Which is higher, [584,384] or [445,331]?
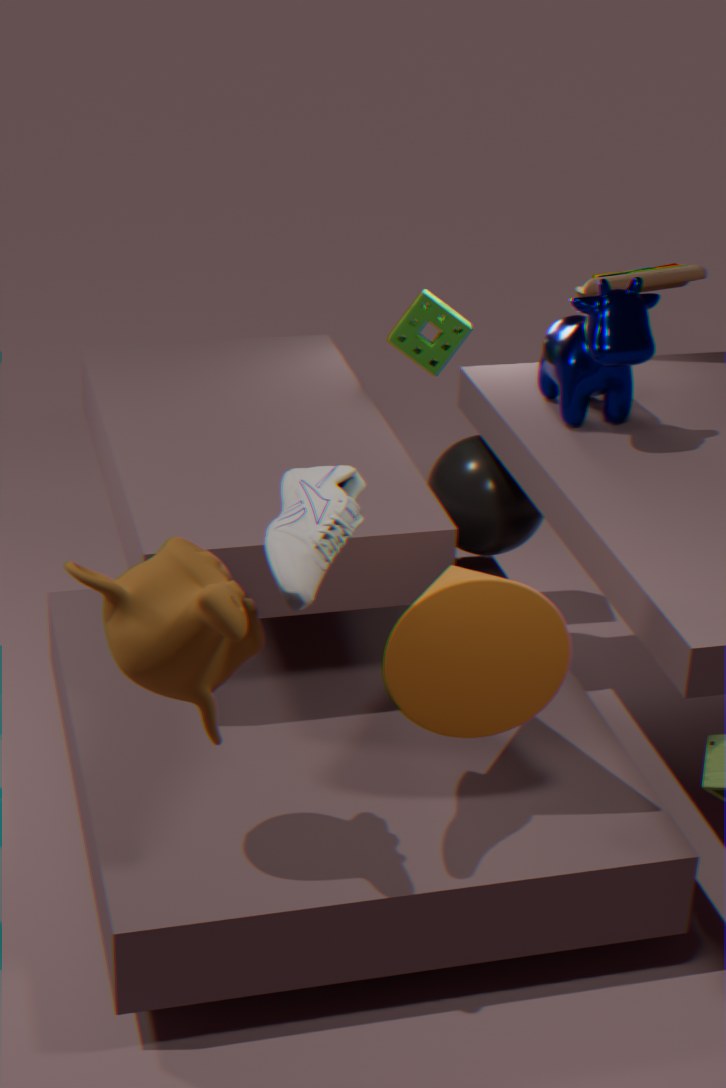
[584,384]
